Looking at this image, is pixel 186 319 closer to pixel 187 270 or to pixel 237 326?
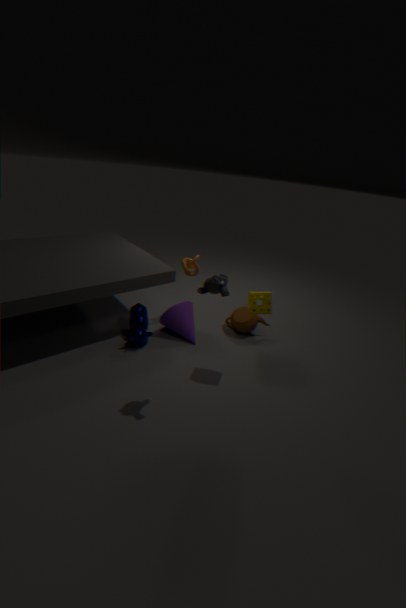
pixel 187 270
